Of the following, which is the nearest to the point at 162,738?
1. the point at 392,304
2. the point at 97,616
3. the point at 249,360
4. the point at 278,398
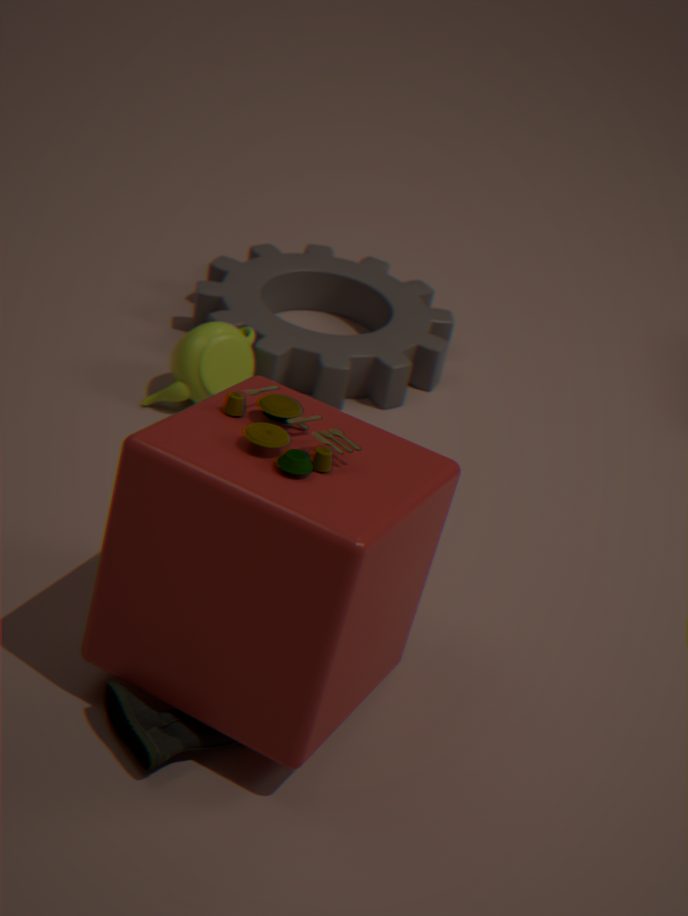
the point at 97,616
